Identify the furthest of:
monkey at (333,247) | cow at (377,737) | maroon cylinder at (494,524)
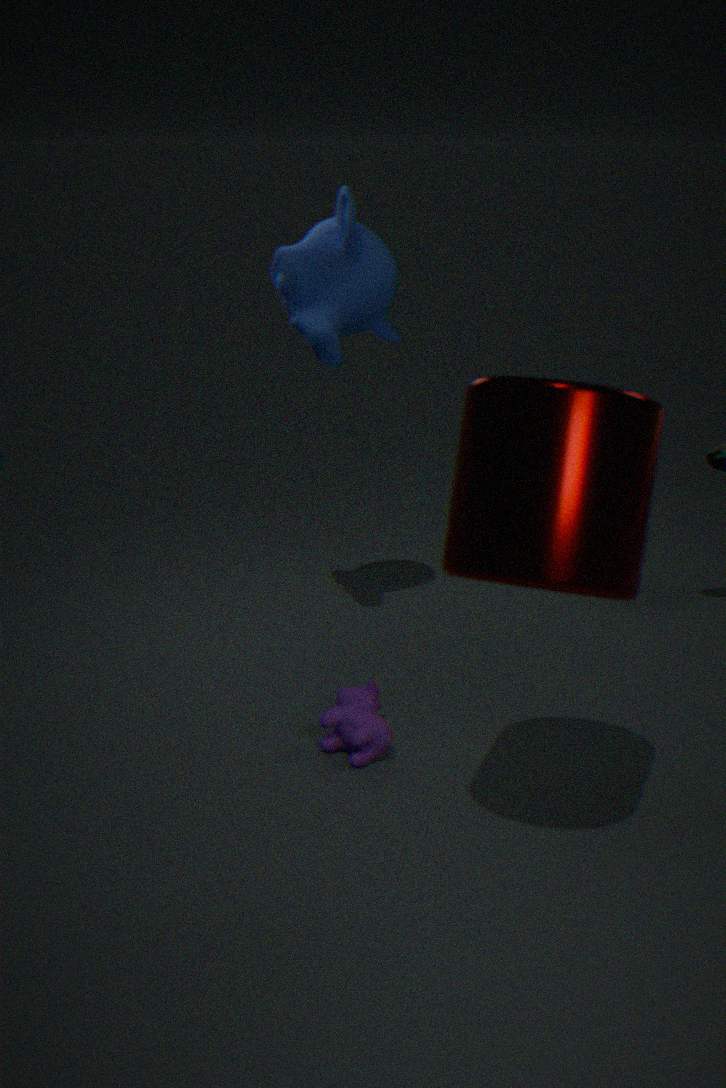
monkey at (333,247)
